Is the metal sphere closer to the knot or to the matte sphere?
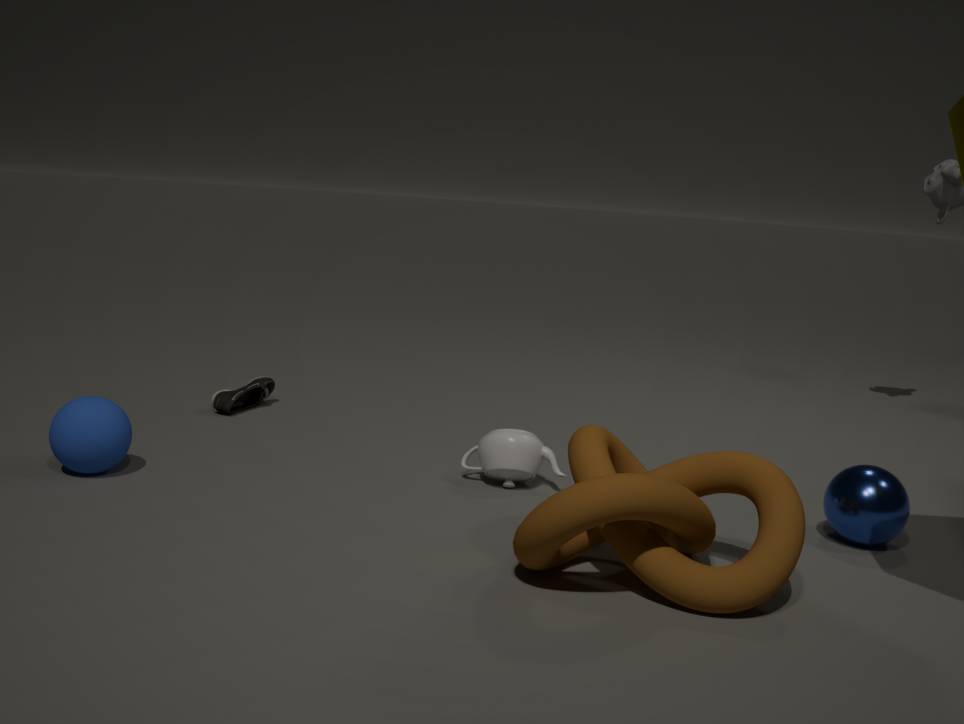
the knot
